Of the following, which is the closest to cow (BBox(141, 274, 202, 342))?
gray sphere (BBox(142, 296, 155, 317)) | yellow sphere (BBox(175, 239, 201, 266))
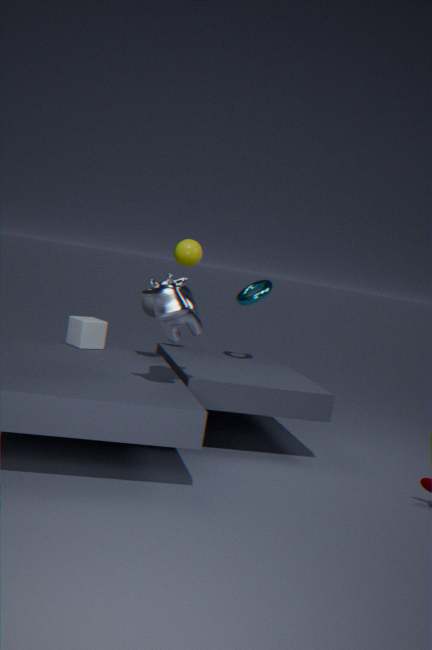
gray sphere (BBox(142, 296, 155, 317))
